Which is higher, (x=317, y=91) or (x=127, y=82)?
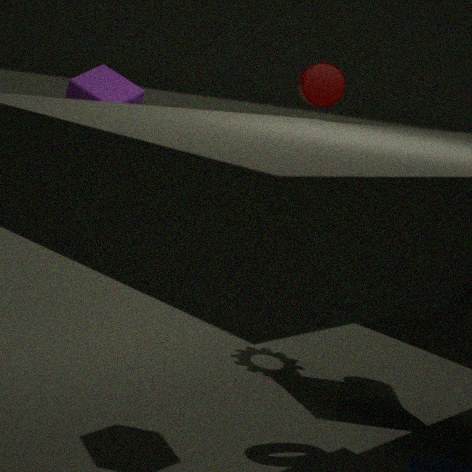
(x=317, y=91)
